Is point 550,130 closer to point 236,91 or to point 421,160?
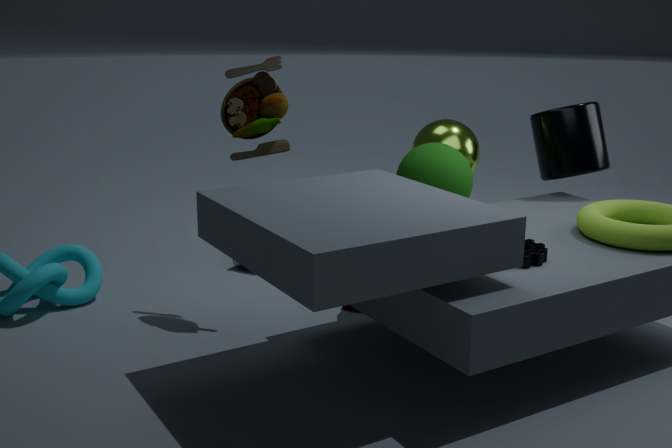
point 421,160
